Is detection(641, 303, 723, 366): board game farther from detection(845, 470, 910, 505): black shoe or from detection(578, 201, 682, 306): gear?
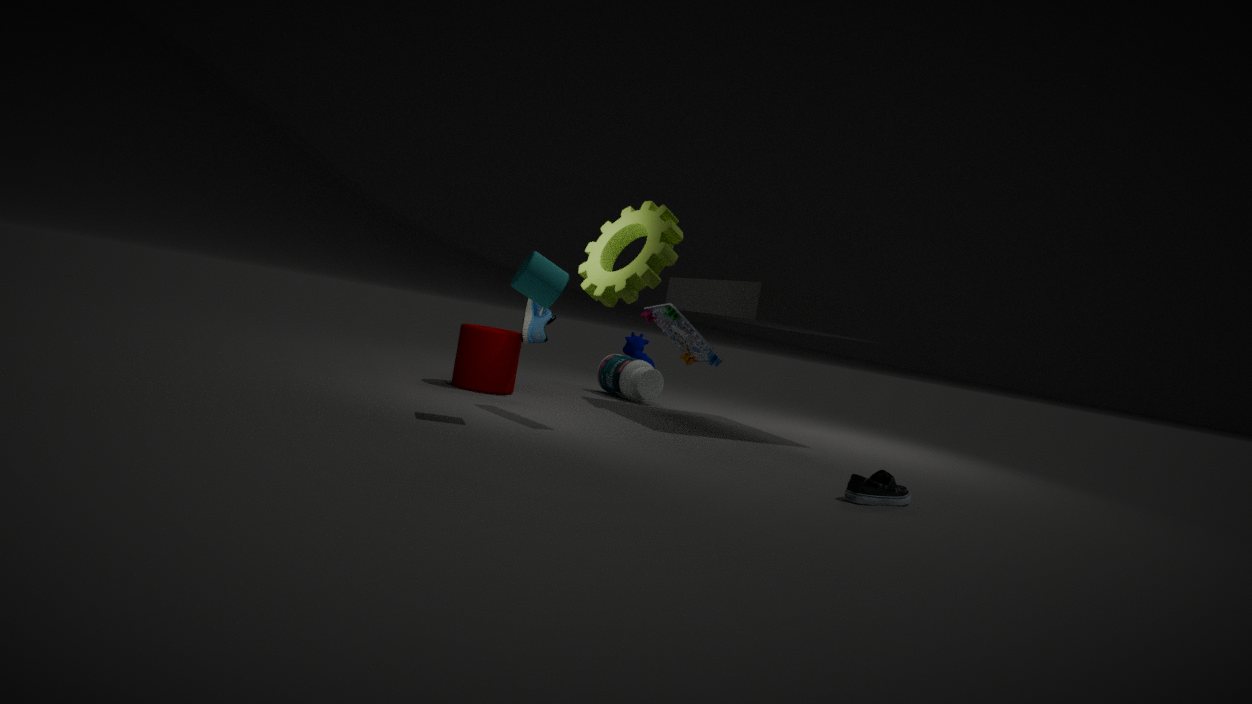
detection(845, 470, 910, 505): black shoe
